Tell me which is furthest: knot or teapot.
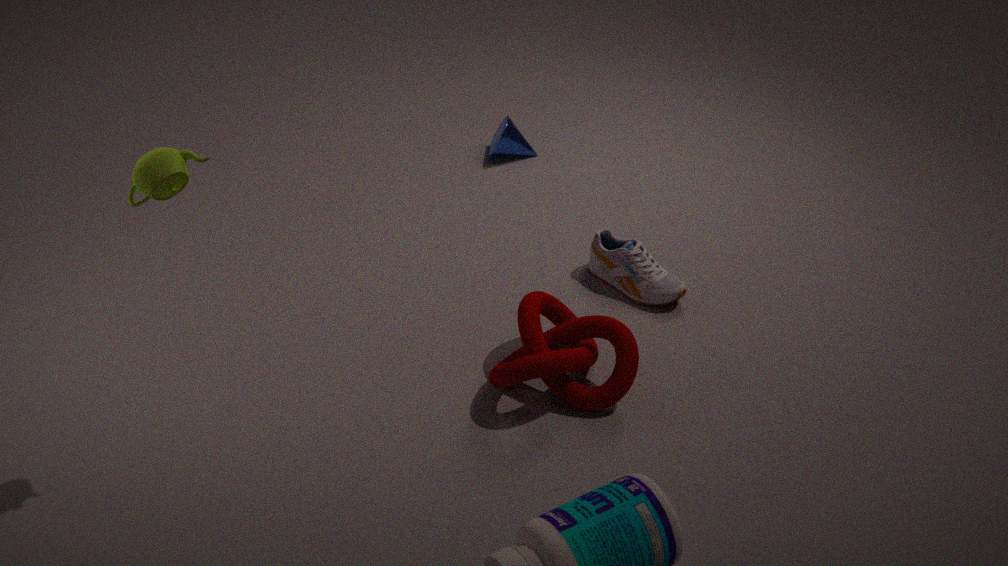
knot
